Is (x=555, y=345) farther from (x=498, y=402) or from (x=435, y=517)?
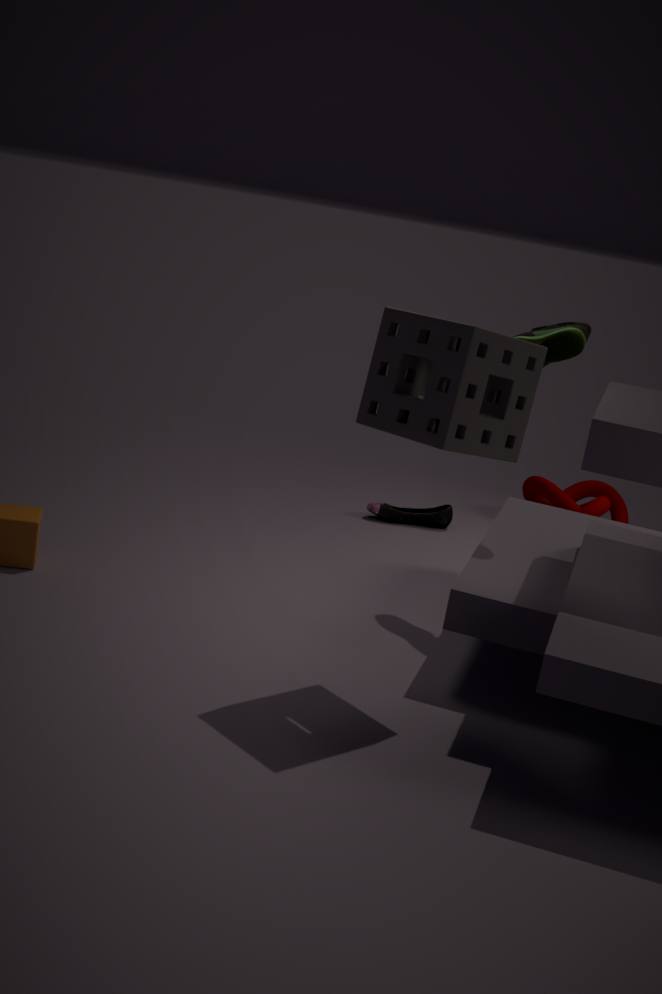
(x=435, y=517)
